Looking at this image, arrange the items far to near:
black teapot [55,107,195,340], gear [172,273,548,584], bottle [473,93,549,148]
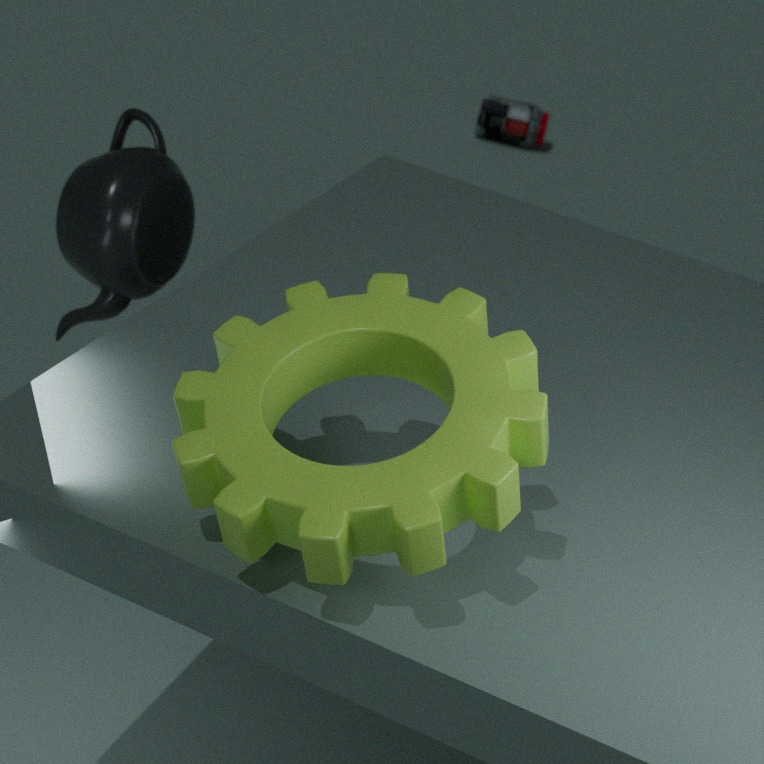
bottle [473,93,549,148] < black teapot [55,107,195,340] < gear [172,273,548,584]
